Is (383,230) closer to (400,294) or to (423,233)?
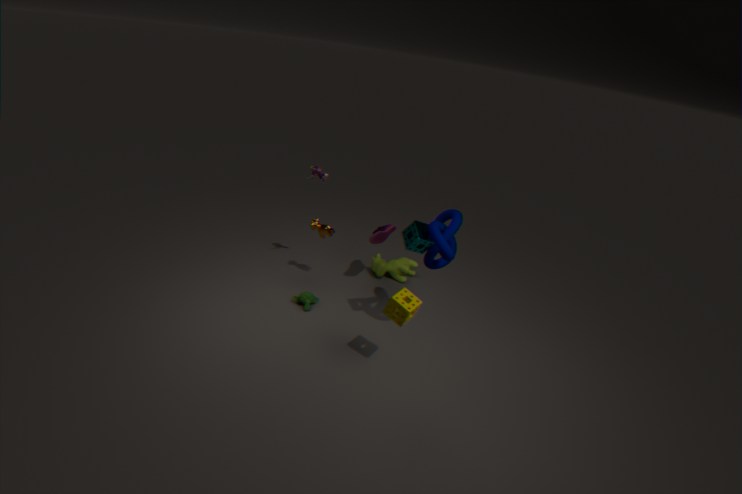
(423,233)
